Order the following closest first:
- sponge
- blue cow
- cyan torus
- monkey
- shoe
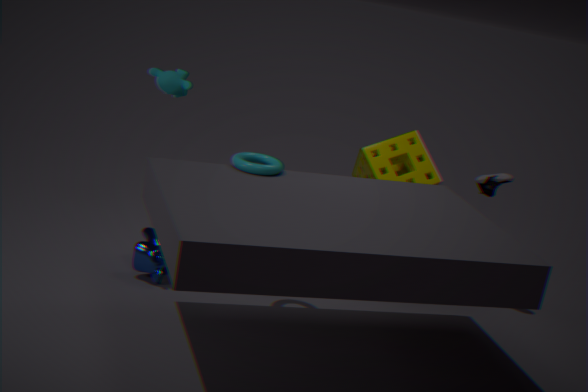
cyan torus < monkey < blue cow < sponge < shoe
